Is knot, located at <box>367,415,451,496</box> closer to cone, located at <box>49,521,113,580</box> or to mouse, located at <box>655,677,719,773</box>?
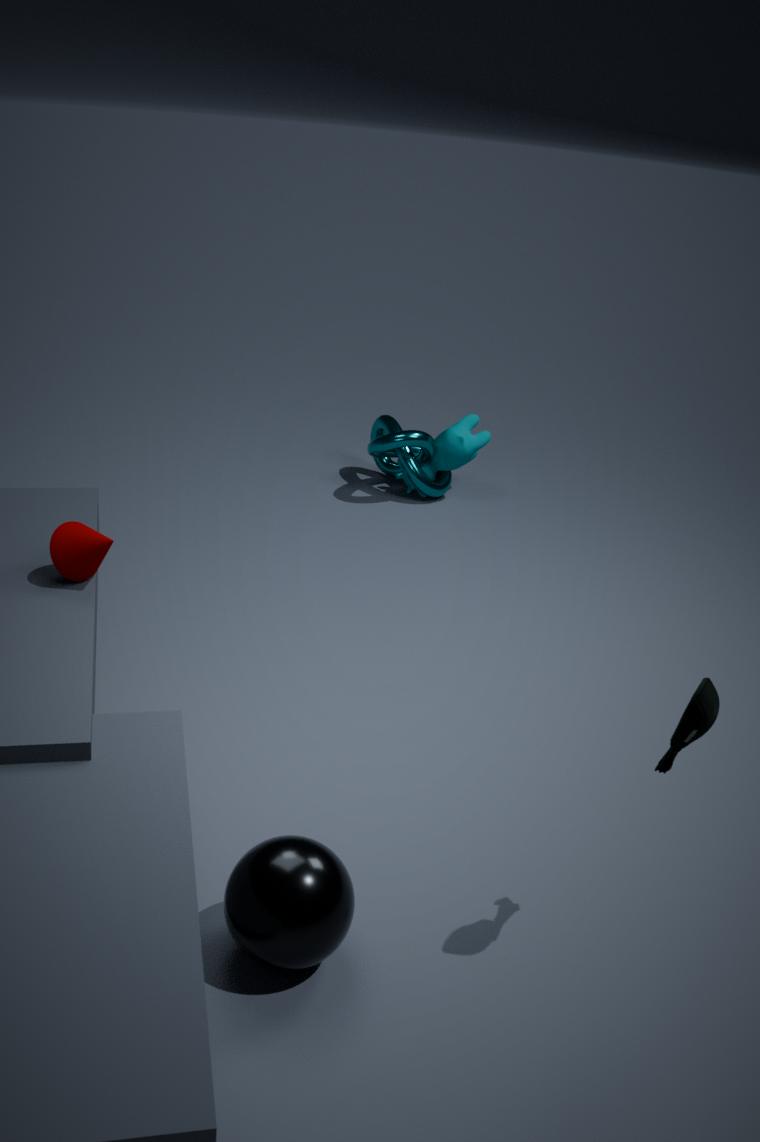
cone, located at <box>49,521,113,580</box>
